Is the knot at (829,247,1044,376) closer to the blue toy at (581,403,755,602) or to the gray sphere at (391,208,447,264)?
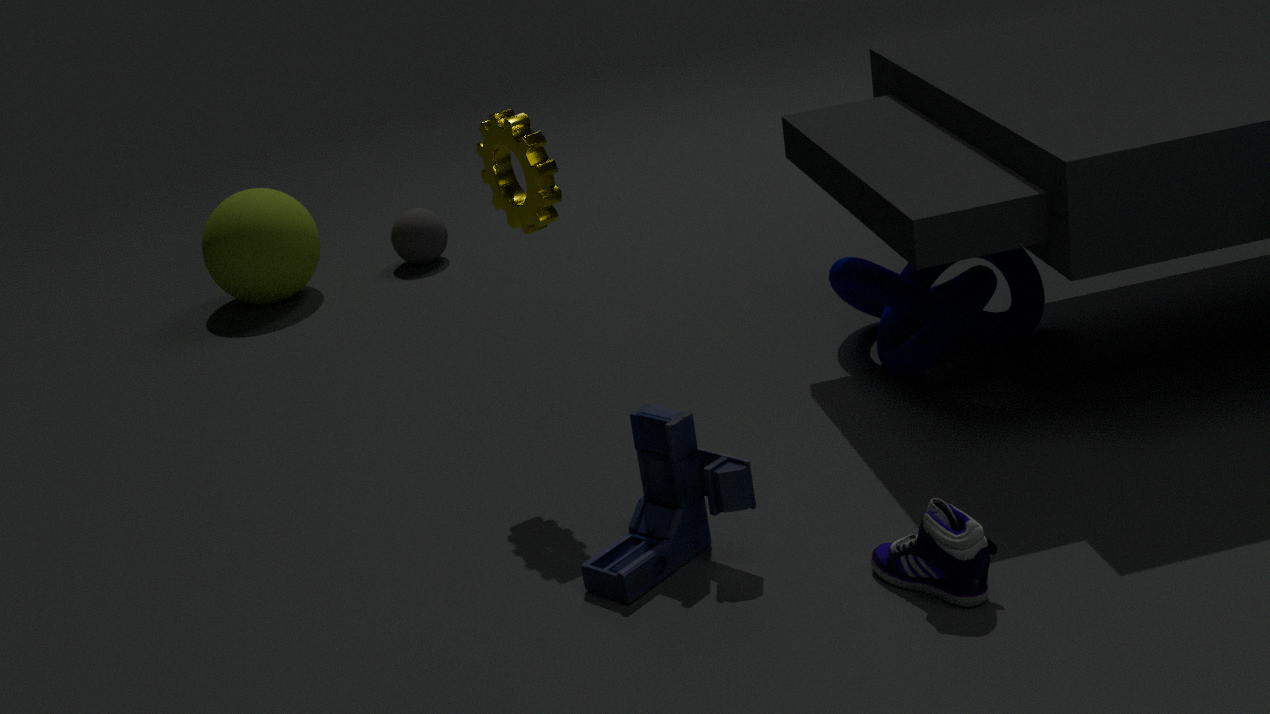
the blue toy at (581,403,755,602)
